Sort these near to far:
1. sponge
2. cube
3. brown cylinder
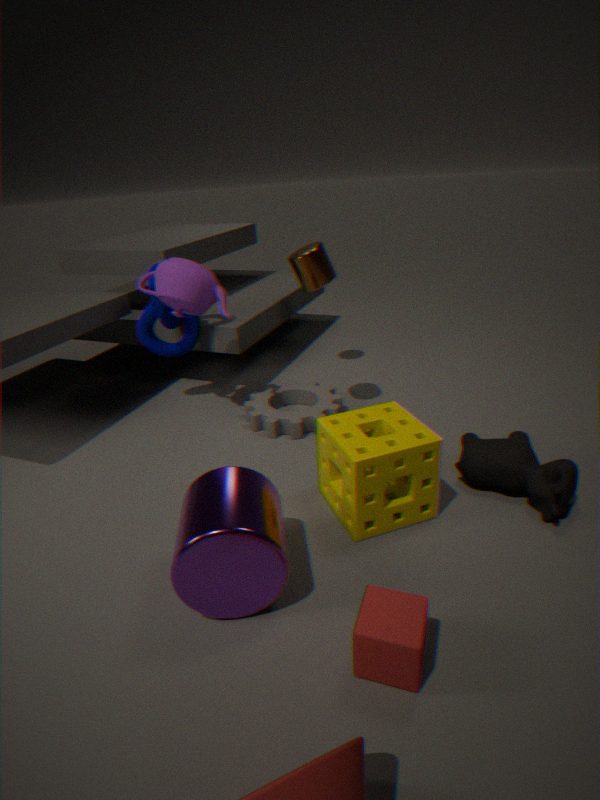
1. cube
2. sponge
3. brown cylinder
